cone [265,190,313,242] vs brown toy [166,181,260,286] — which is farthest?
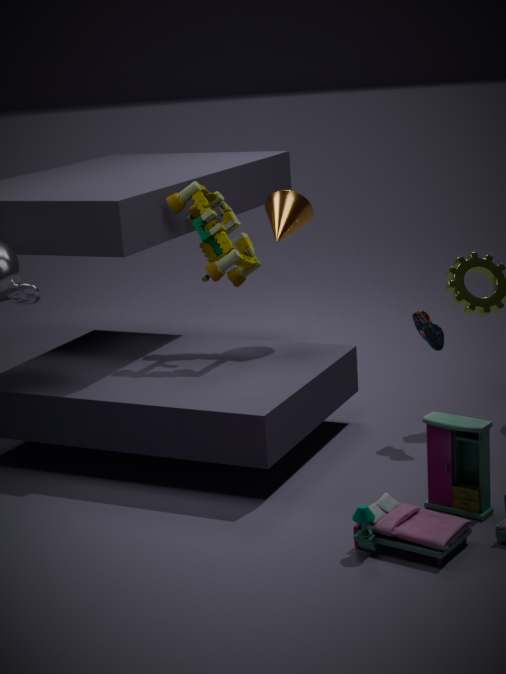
cone [265,190,313,242]
